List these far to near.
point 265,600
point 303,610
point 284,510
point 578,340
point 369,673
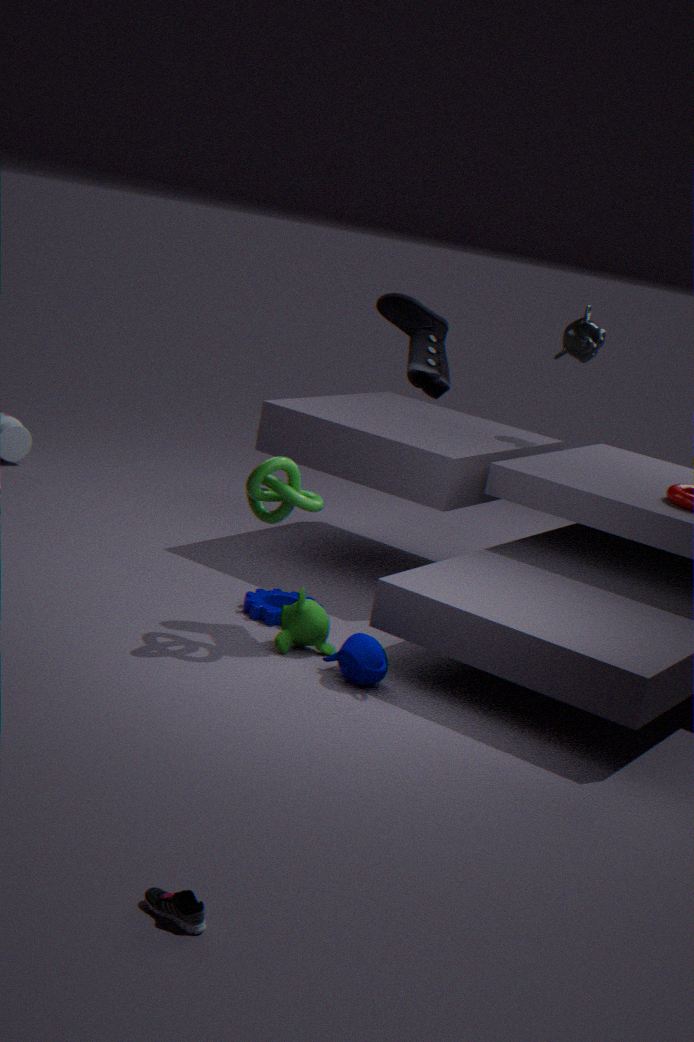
point 578,340 < point 265,600 < point 303,610 < point 284,510 < point 369,673
